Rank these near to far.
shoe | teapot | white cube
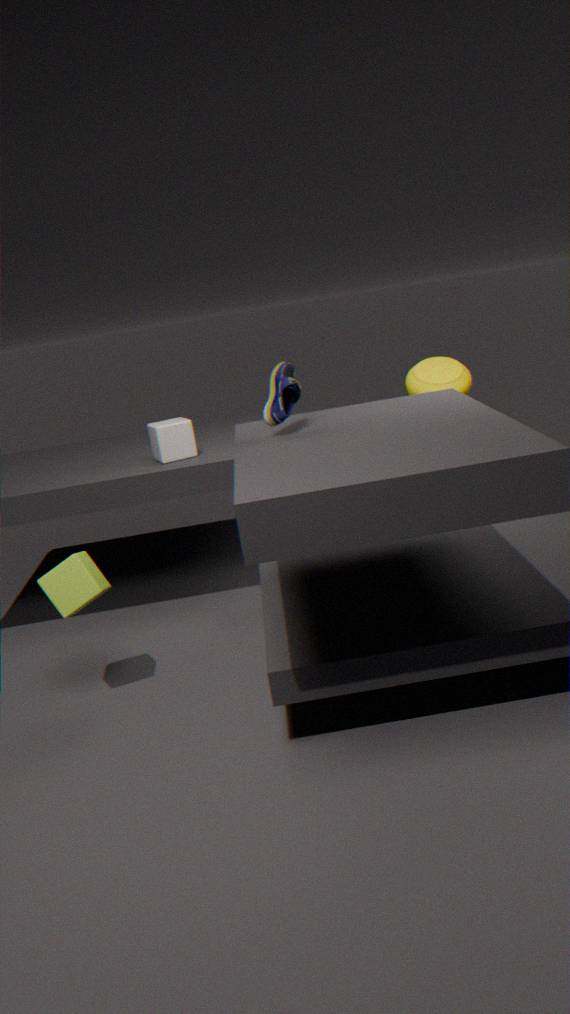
shoe
white cube
teapot
